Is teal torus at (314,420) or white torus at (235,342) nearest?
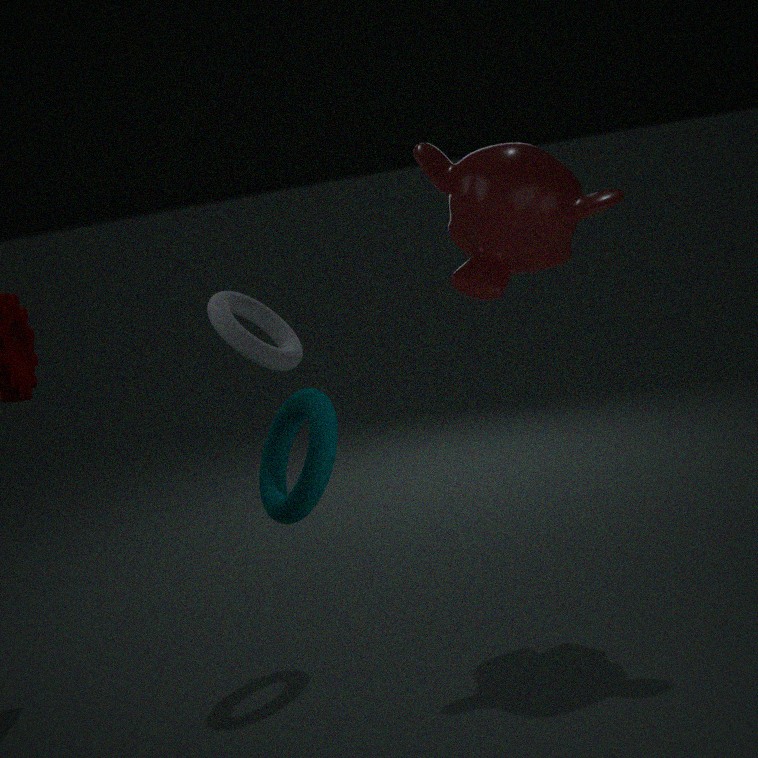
teal torus at (314,420)
